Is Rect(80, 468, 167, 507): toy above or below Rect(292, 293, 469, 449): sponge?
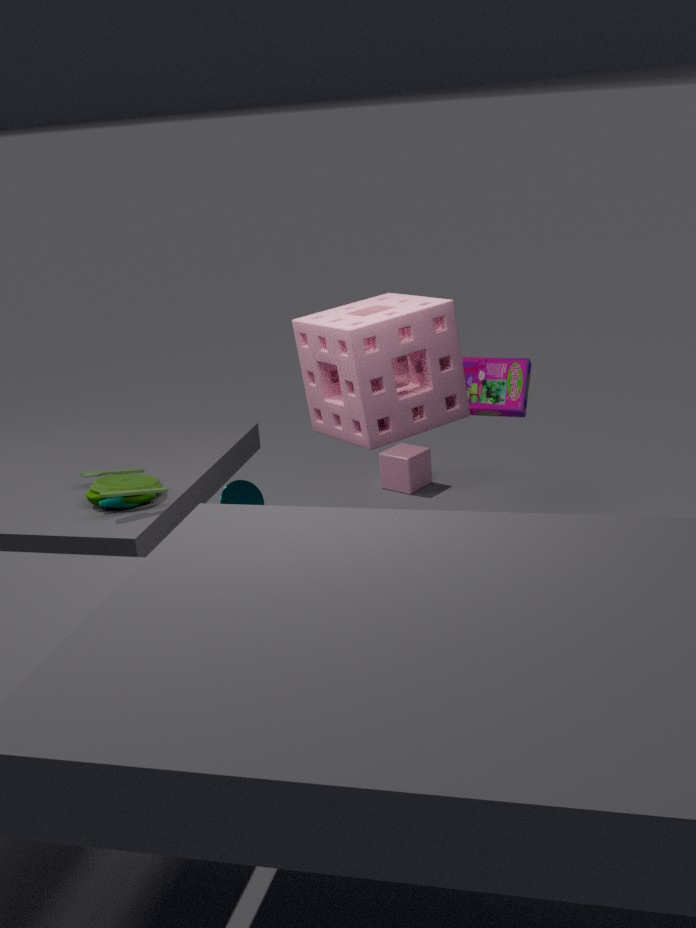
below
